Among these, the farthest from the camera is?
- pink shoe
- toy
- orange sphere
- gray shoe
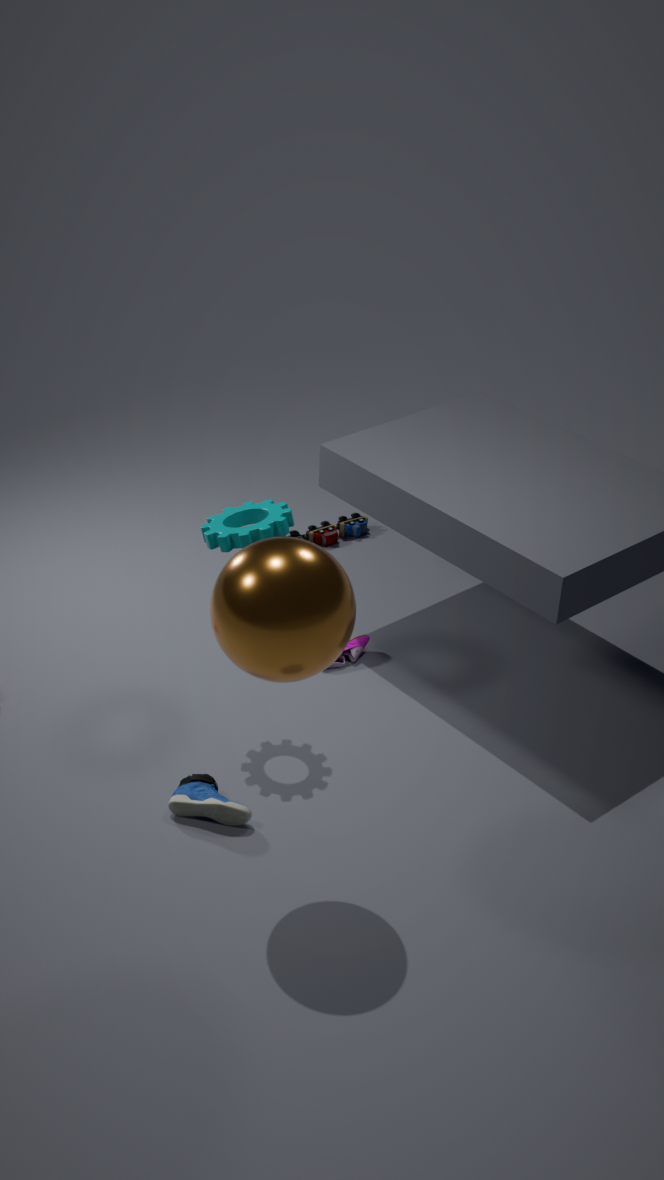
toy
